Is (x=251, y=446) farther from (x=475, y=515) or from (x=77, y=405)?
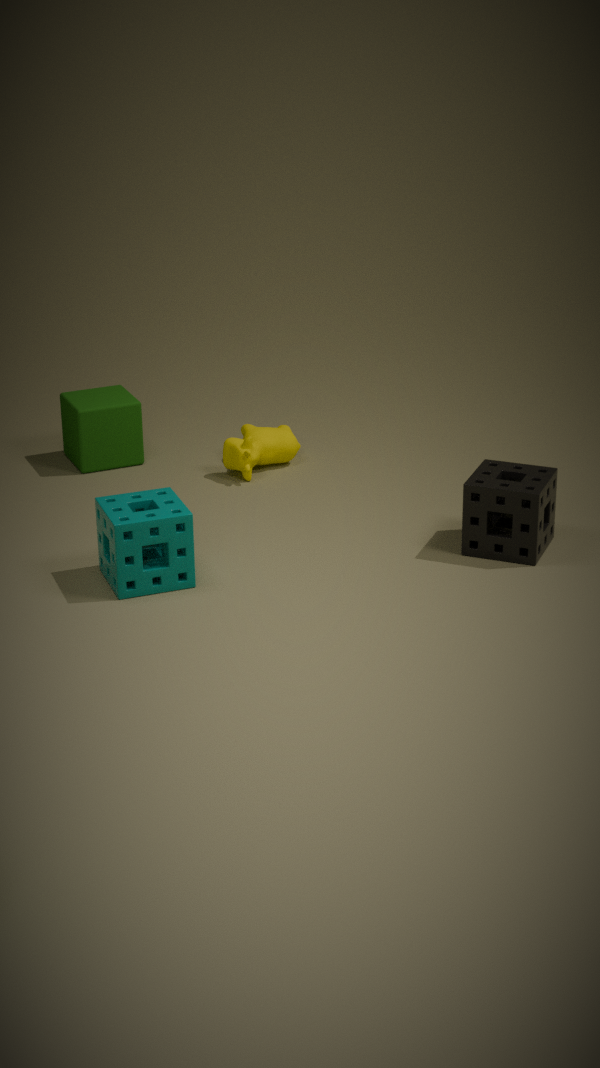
(x=475, y=515)
